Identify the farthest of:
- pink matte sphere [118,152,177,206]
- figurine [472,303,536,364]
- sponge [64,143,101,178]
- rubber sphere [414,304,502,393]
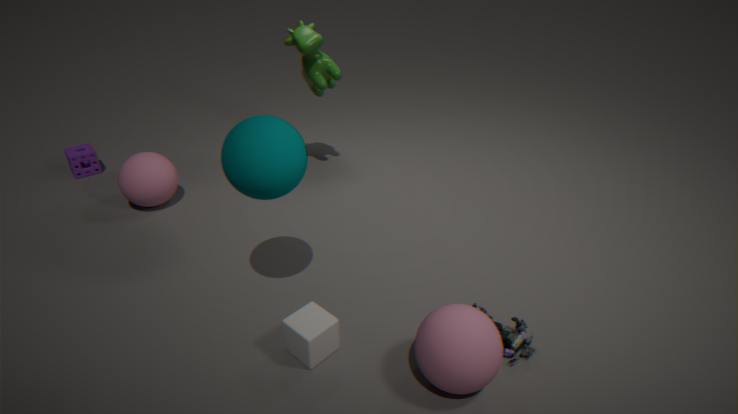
sponge [64,143,101,178]
